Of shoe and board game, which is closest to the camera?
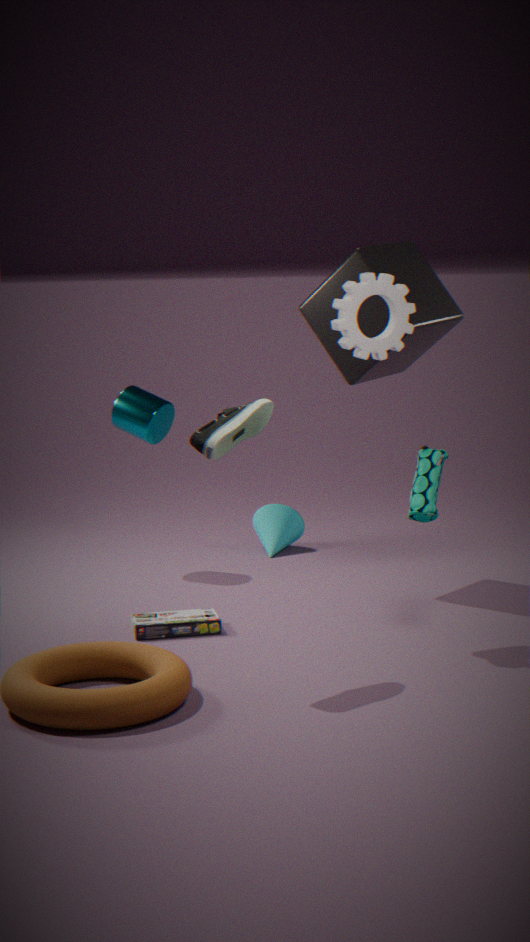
shoe
